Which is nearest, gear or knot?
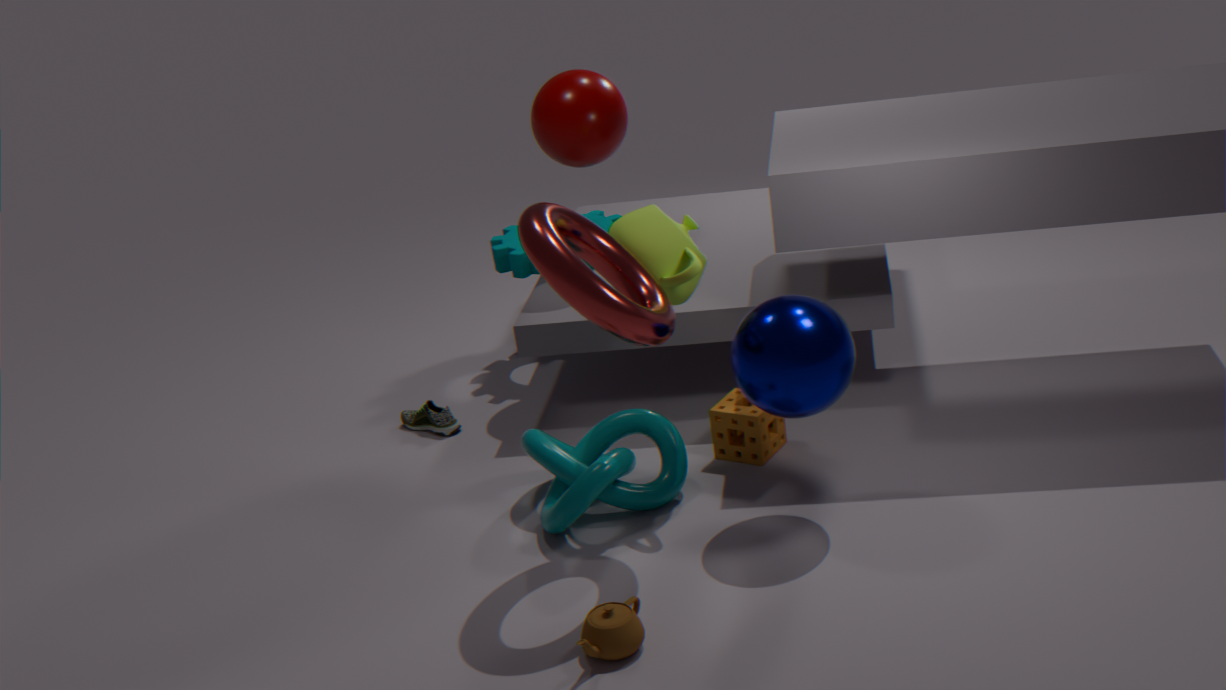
knot
